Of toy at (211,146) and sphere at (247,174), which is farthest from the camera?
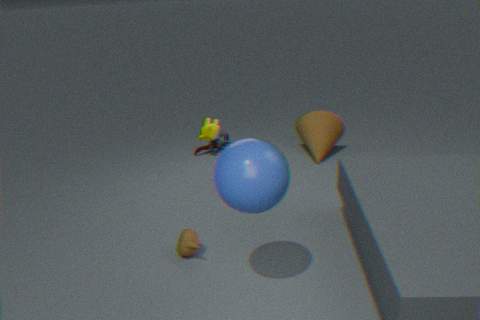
toy at (211,146)
